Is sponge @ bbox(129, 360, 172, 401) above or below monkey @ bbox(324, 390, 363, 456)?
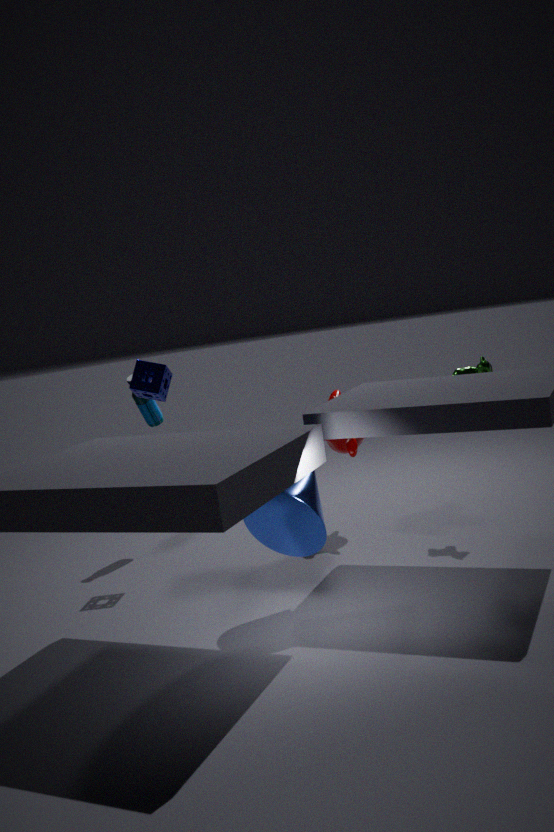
above
